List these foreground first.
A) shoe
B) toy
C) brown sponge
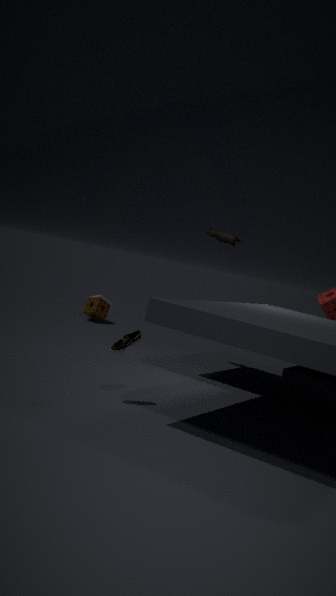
shoe
toy
brown sponge
